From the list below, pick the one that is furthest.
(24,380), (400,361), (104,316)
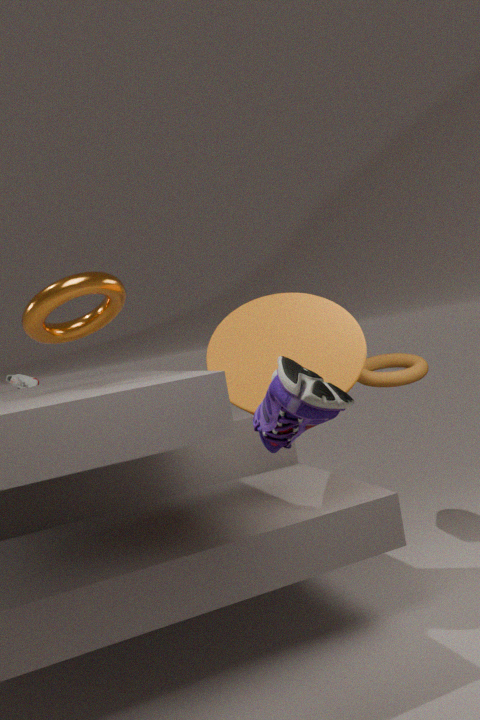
(24,380)
